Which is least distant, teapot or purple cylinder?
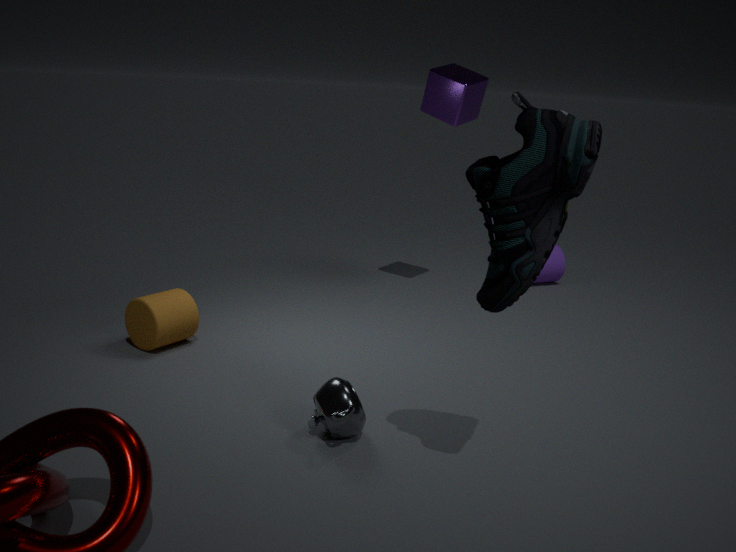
teapot
